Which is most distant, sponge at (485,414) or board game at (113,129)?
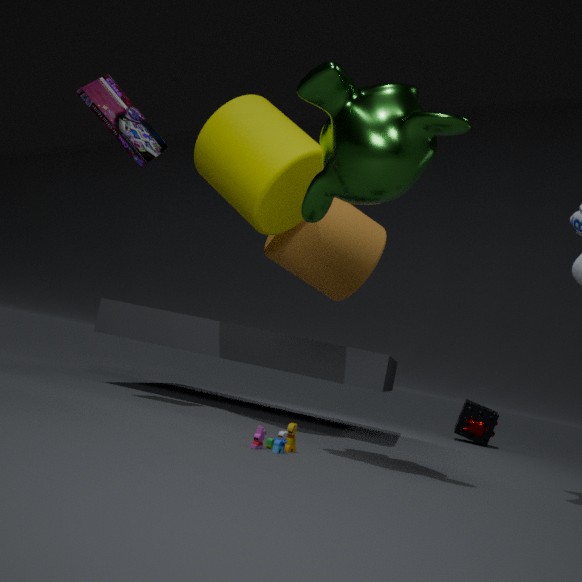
sponge at (485,414)
